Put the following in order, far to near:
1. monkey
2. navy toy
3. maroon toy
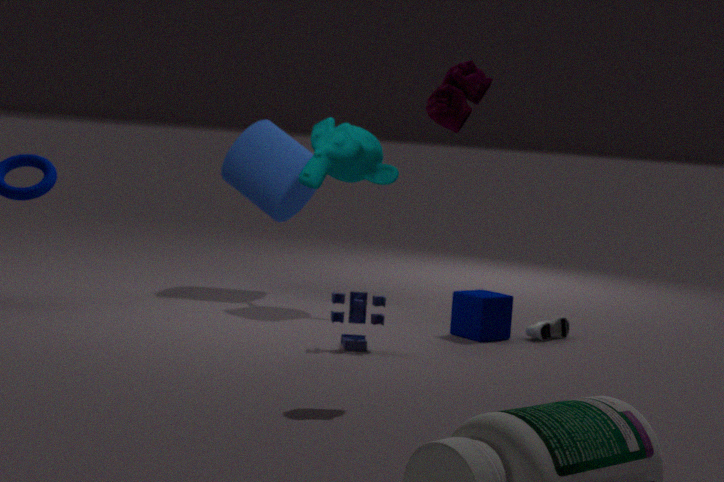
monkey < navy toy < maroon toy
